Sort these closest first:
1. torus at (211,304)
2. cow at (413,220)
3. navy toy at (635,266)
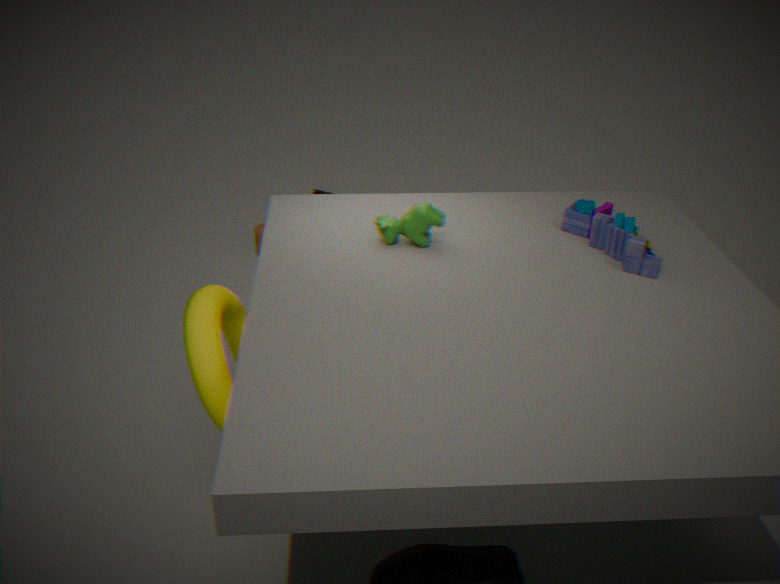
torus at (211,304)
navy toy at (635,266)
cow at (413,220)
